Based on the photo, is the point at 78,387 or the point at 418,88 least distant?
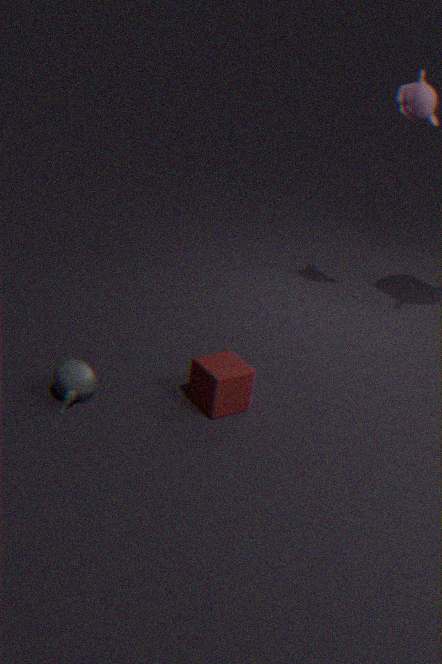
the point at 78,387
